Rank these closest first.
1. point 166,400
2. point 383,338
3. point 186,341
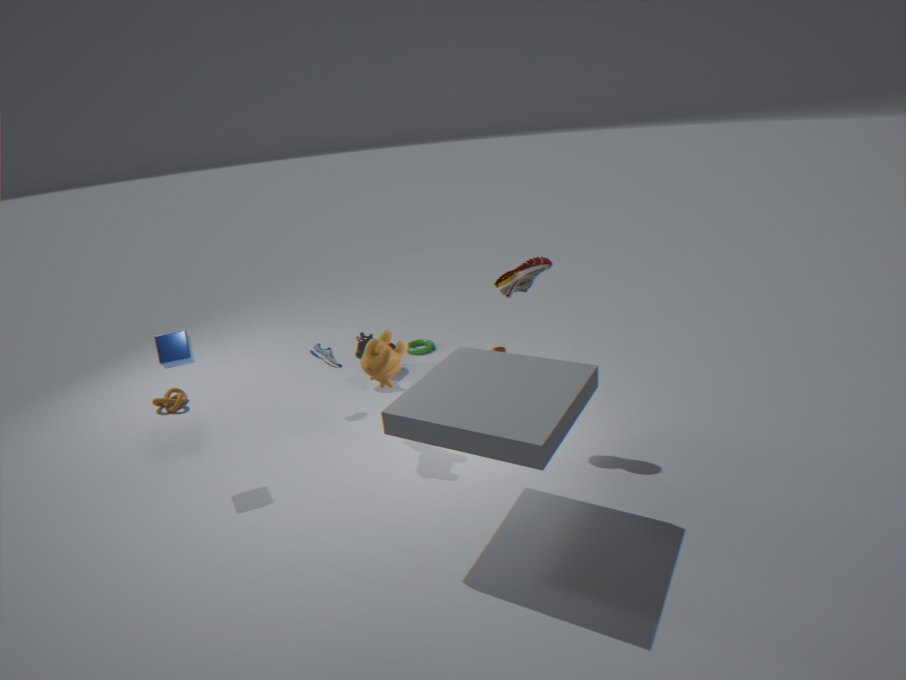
1. point 186,341
2. point 383,338
3. point 166,400
